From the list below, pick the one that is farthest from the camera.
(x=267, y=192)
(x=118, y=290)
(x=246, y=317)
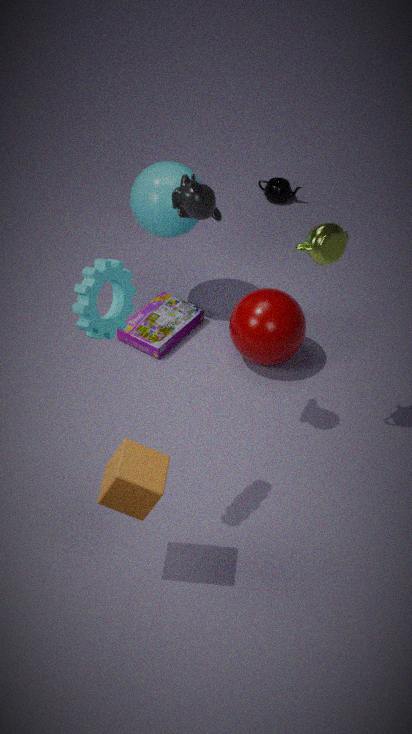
(x=267, y=192)
